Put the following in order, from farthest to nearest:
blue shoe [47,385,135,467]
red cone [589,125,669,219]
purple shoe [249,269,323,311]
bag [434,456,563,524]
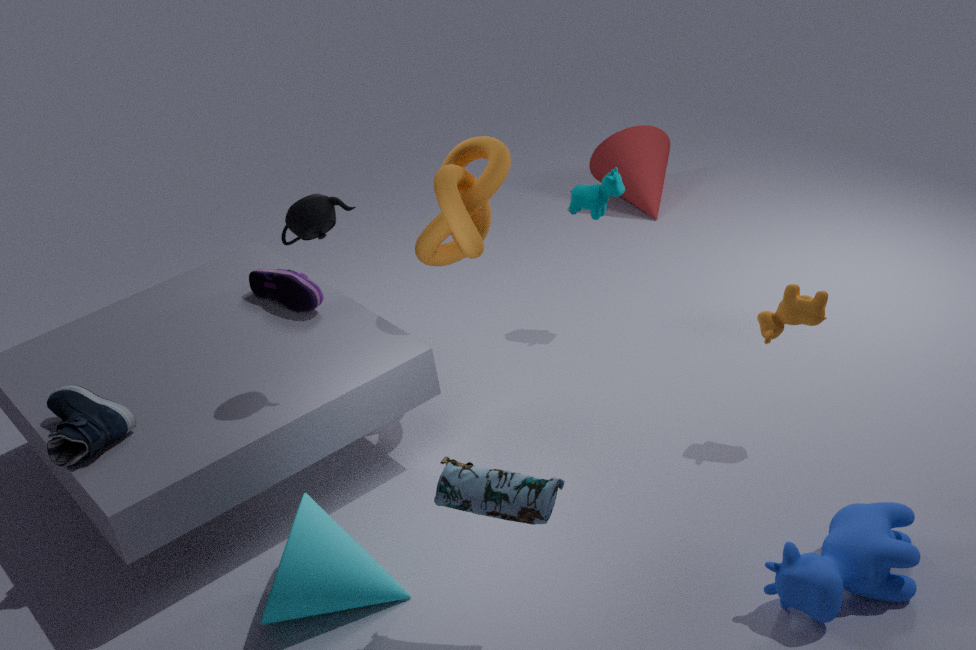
red cone [589,125,669,219] → purple shoe [249,269,323,311] → blue shoe [47,385,135,467] → bag [434,456,563,524]
